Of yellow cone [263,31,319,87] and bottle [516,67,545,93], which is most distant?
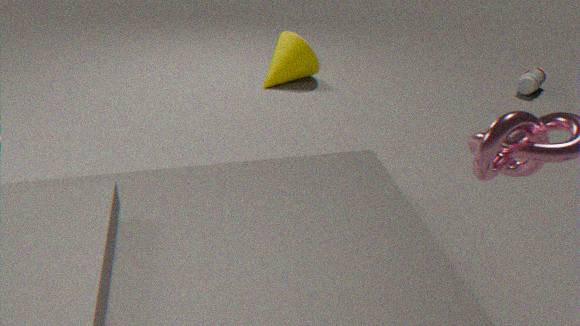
yellow cone [263,31,319,87]
